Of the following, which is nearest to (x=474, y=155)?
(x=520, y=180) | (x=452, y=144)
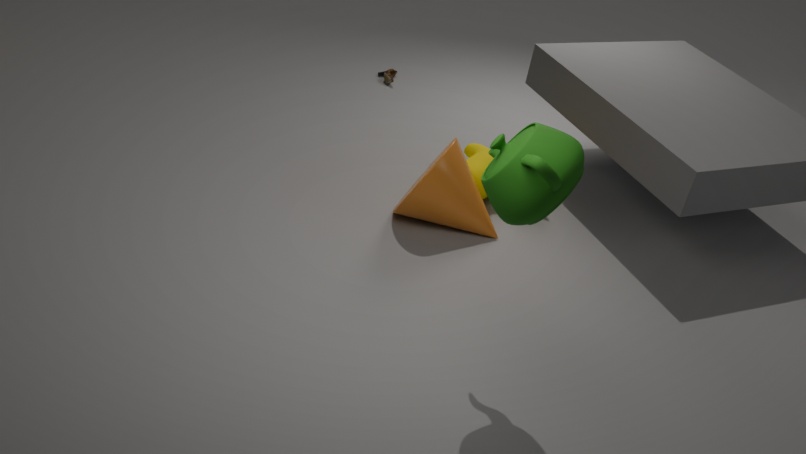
(x=452, y=144)
